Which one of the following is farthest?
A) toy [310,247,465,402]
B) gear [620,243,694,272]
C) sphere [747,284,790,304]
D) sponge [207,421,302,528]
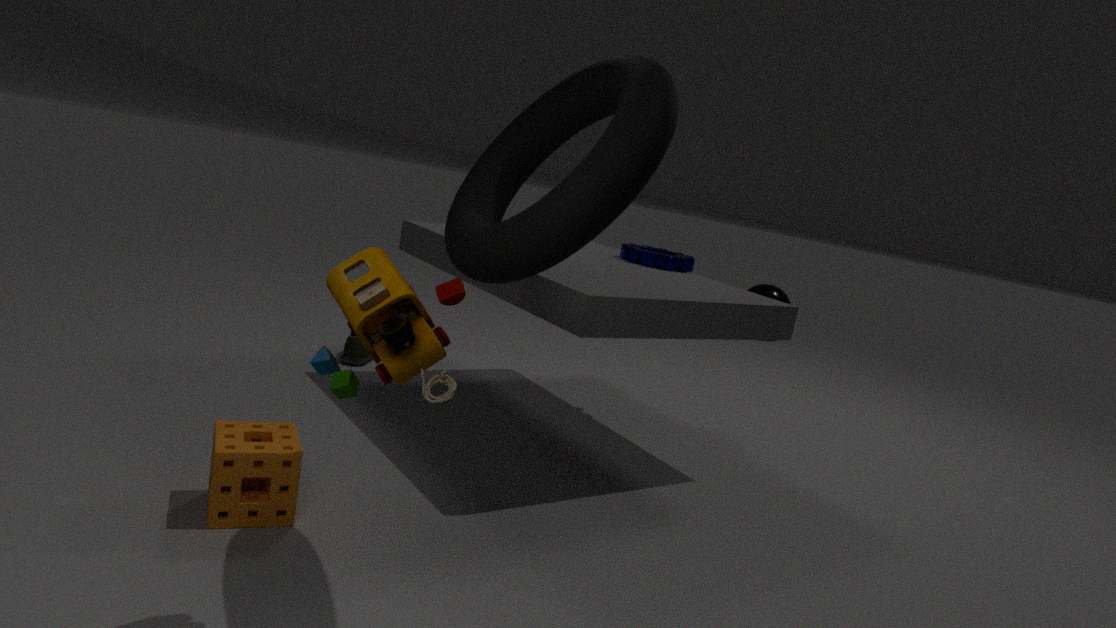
sphere [747,284,790,304]
